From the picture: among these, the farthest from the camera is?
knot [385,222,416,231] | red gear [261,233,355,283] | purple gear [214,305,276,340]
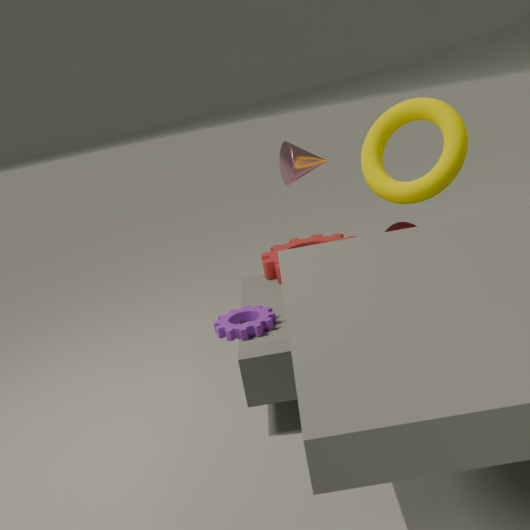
knot [385,222,416,231]
